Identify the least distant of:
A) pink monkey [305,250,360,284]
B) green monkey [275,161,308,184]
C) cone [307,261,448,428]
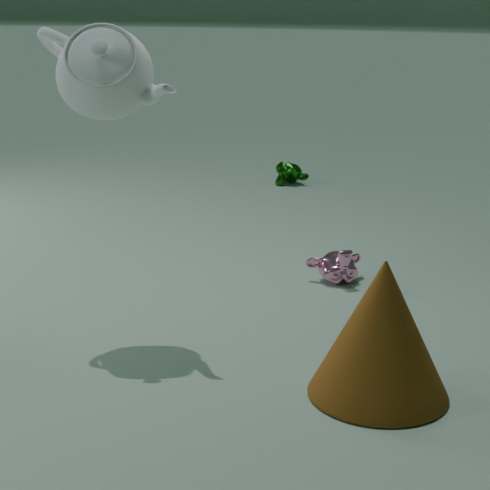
cone [307,261,448,428]
